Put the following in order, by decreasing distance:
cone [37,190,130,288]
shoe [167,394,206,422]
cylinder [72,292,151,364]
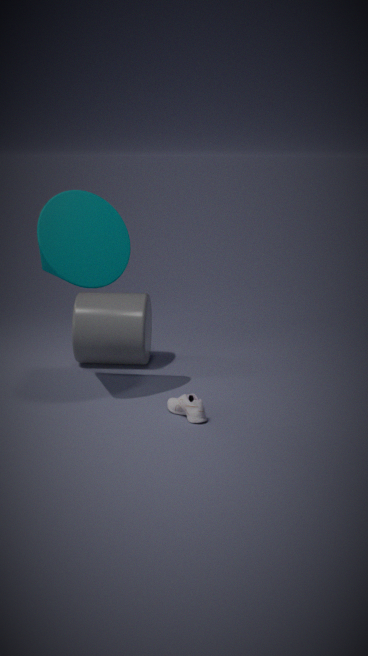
cylinder [72,292,151,364] → cone [37,190,130,288] → shoe [167,394,206,422]
